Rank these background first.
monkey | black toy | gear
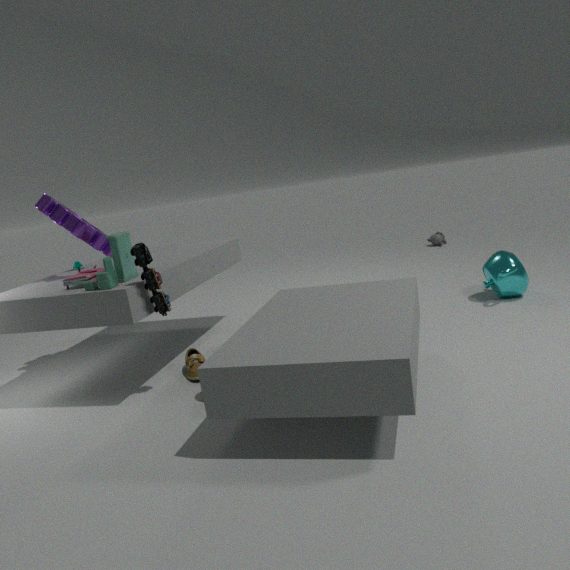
monkey
gear
black toy
